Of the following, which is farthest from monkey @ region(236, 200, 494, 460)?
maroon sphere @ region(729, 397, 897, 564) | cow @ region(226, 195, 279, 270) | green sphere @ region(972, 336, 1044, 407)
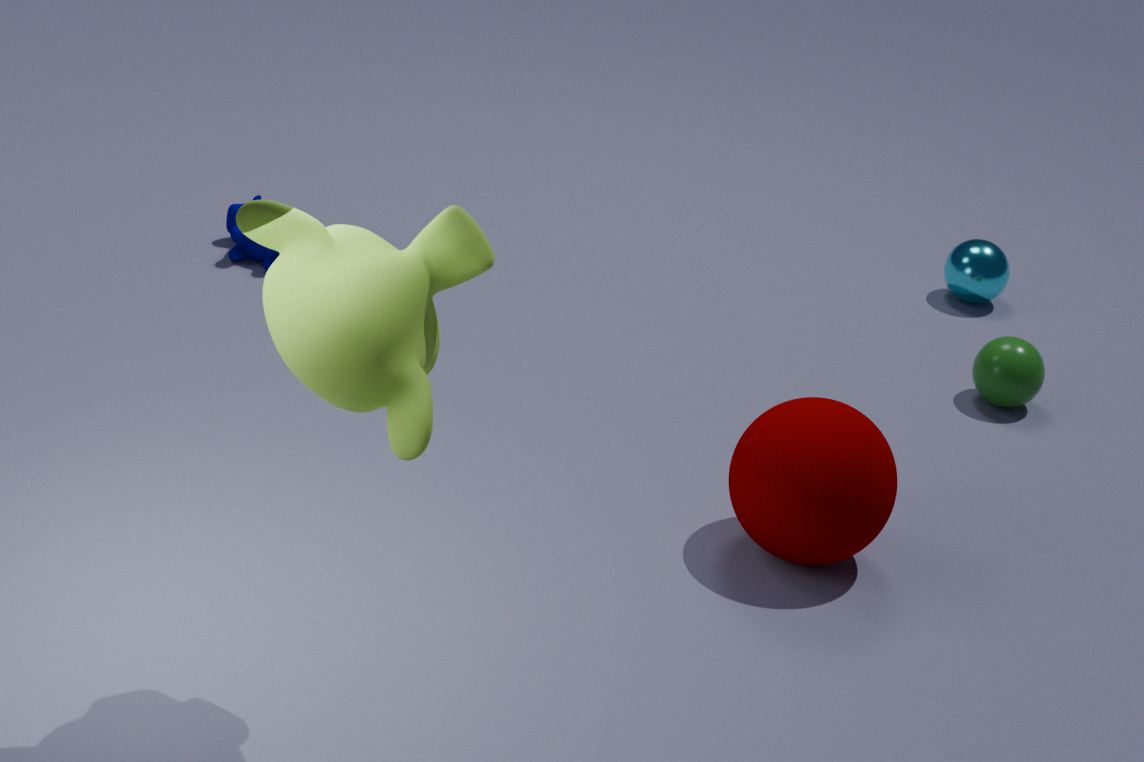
green sphere @ region(972, 336, 1044, 407)
